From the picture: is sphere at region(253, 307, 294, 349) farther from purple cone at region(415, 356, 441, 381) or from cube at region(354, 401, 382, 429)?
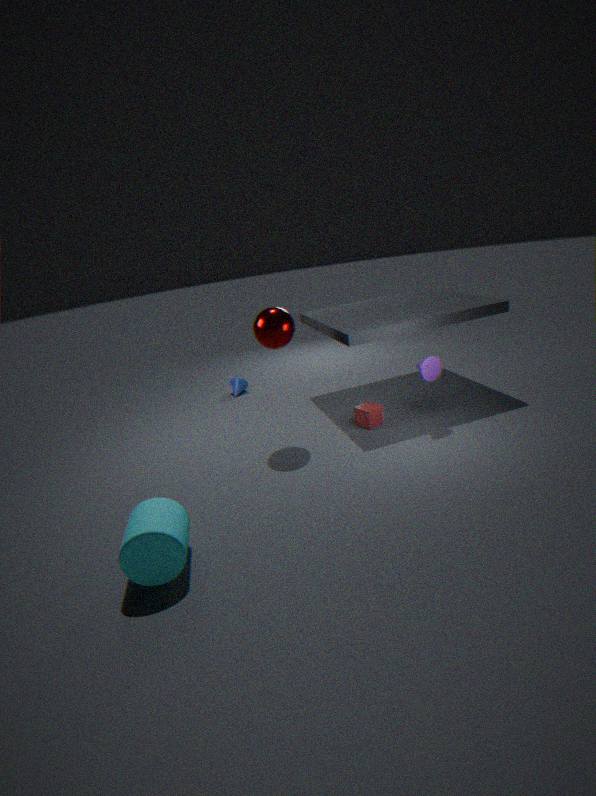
purple cone at region(415, 356, 441, 381)
